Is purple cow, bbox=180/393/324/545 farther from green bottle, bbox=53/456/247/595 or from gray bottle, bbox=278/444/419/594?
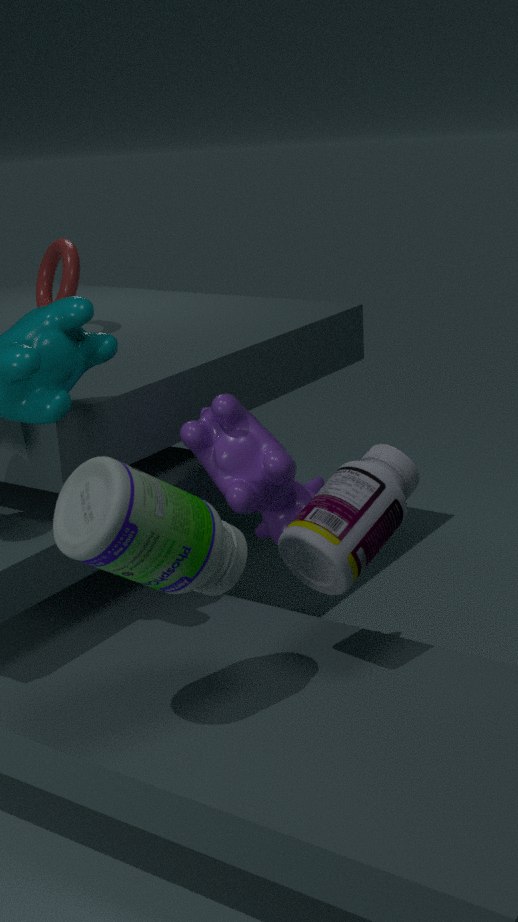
green bottle, bbox=53/456/247/595
